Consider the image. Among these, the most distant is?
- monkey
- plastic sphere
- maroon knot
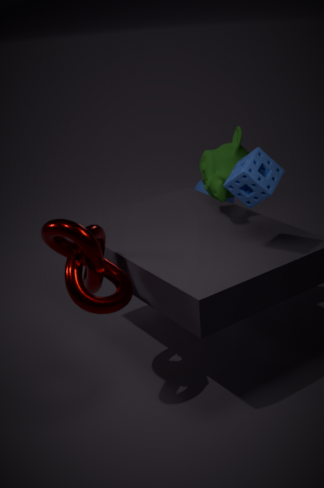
plastic sphere
